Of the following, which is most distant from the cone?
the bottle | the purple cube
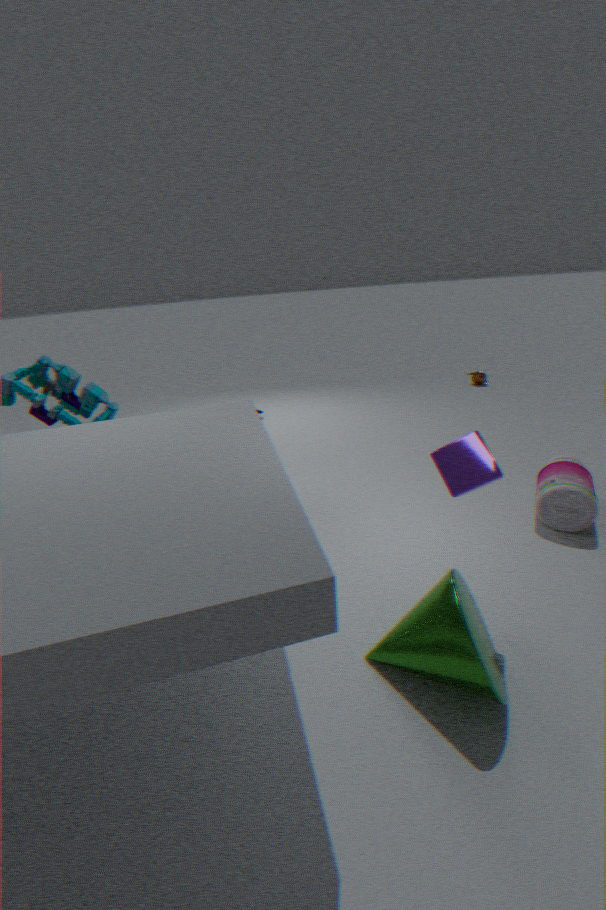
the bottle
